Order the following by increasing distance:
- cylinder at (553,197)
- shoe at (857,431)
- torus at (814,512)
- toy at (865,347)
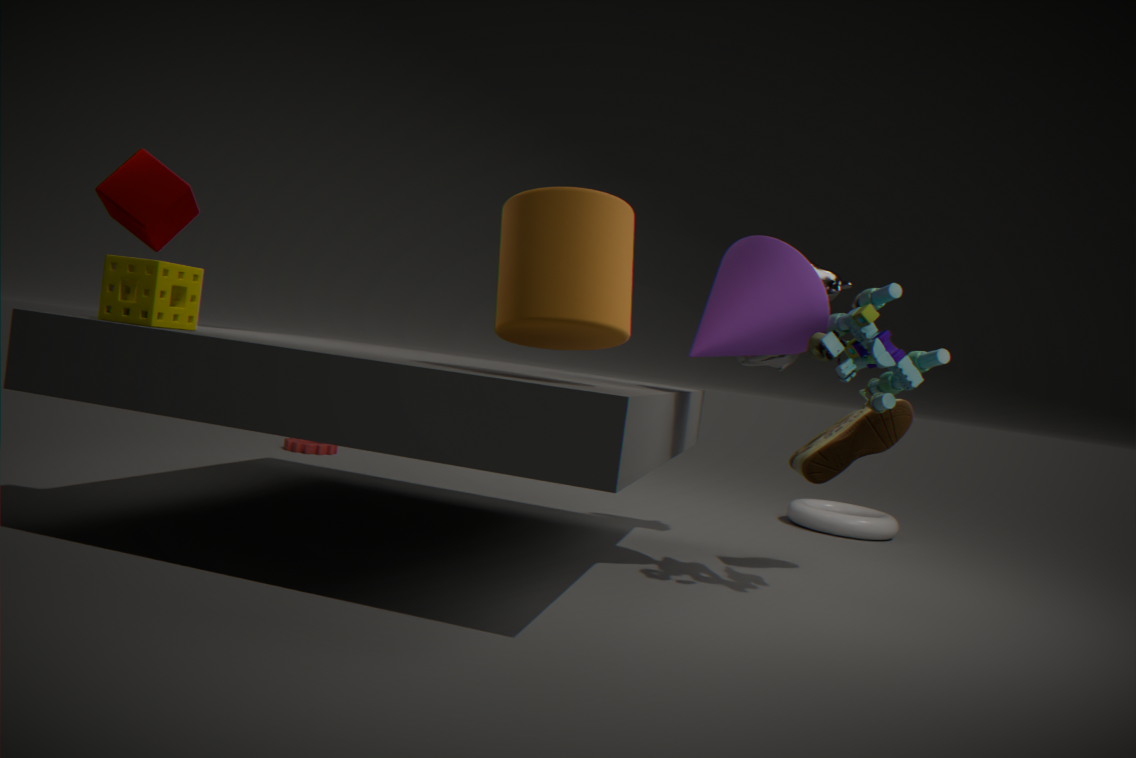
cylinder at (553,197)
toy at (865,347)
shoe at (857,431)
torus at (814,512)
